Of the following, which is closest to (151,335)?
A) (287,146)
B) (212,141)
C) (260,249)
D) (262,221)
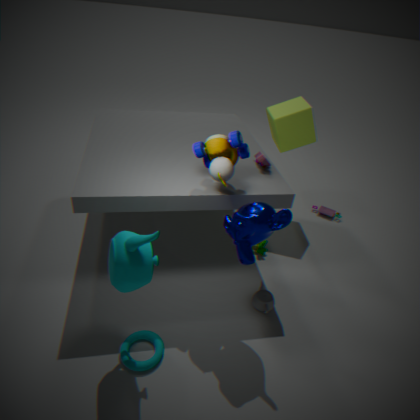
(262,221)
